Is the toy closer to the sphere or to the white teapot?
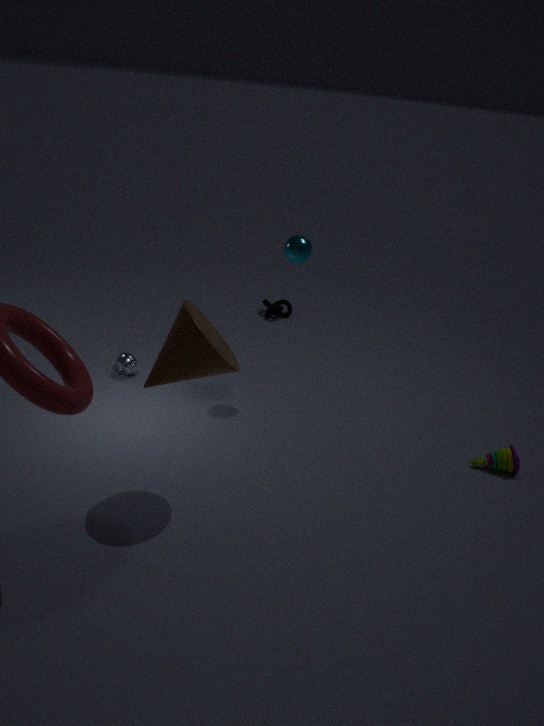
the sphere
